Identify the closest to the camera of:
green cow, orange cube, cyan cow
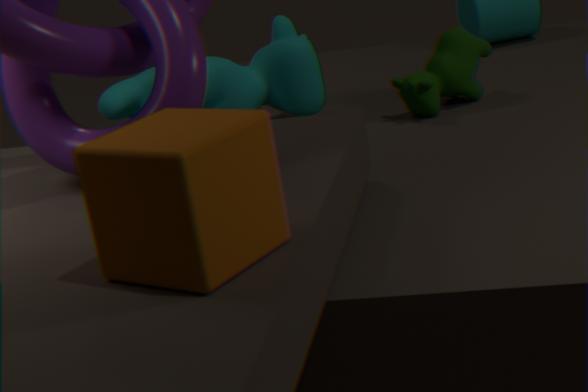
orange cube
